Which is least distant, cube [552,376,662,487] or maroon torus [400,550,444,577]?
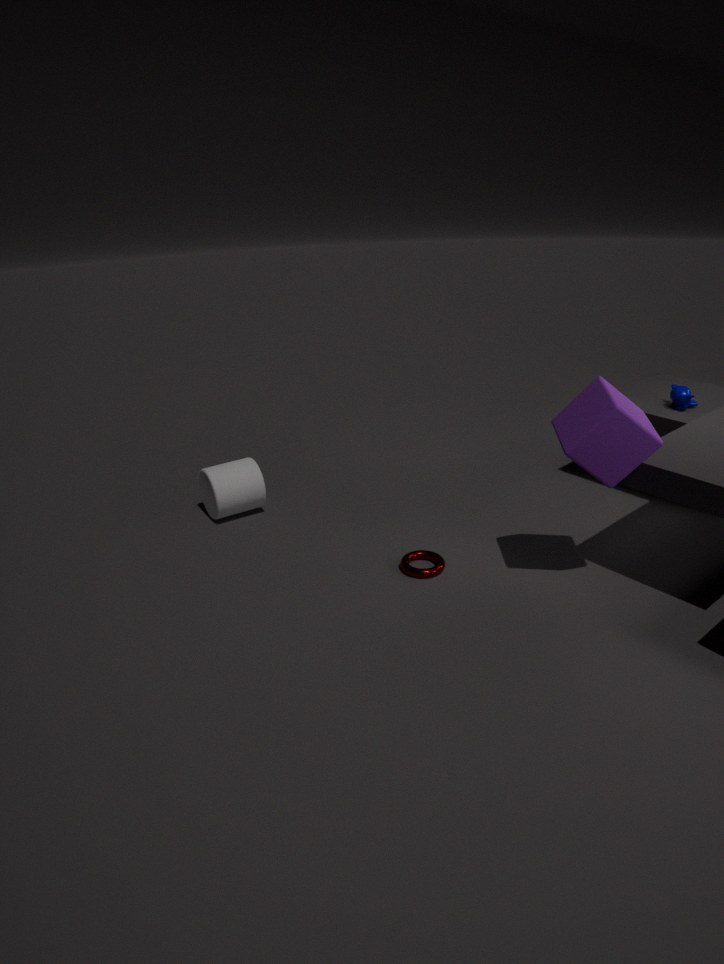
cube [552,376,662,487]
